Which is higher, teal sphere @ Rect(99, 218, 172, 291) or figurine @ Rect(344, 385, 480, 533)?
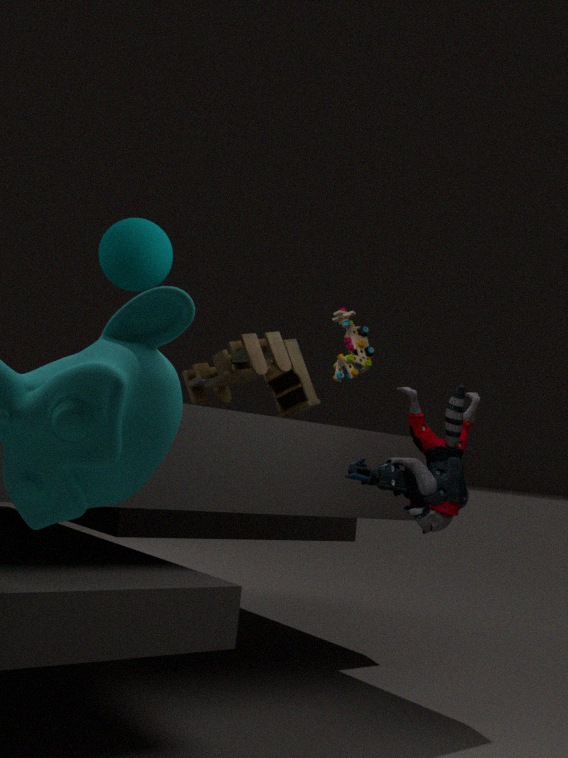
teal sphere @ Rect(99, 218, 172, 291)
